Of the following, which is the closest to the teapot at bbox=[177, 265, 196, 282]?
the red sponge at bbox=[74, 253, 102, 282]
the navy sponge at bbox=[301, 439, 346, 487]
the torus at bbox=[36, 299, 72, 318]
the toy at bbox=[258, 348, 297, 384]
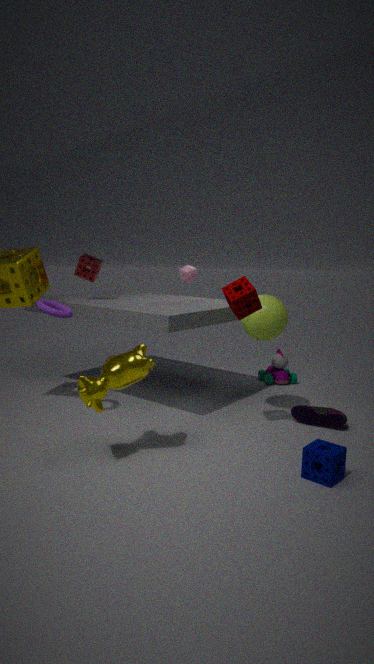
the red sponge at bbox=[74, 253, 102, 282]
